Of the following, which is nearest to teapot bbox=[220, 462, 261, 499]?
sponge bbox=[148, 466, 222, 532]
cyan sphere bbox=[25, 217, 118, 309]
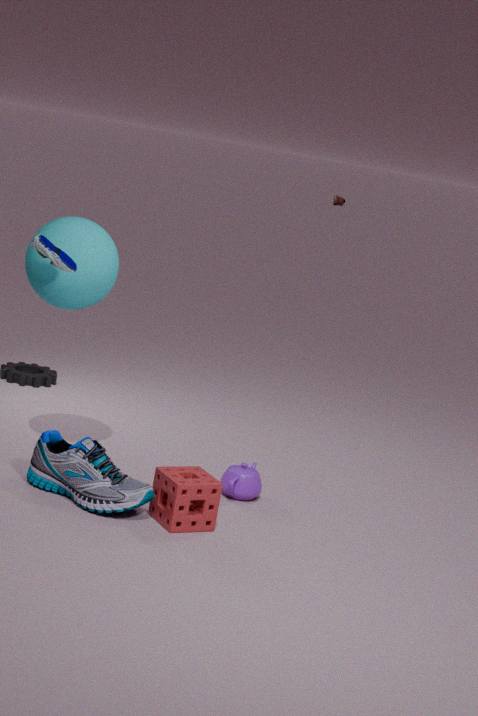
sponge bbox=[148, 466, 222, 532]
